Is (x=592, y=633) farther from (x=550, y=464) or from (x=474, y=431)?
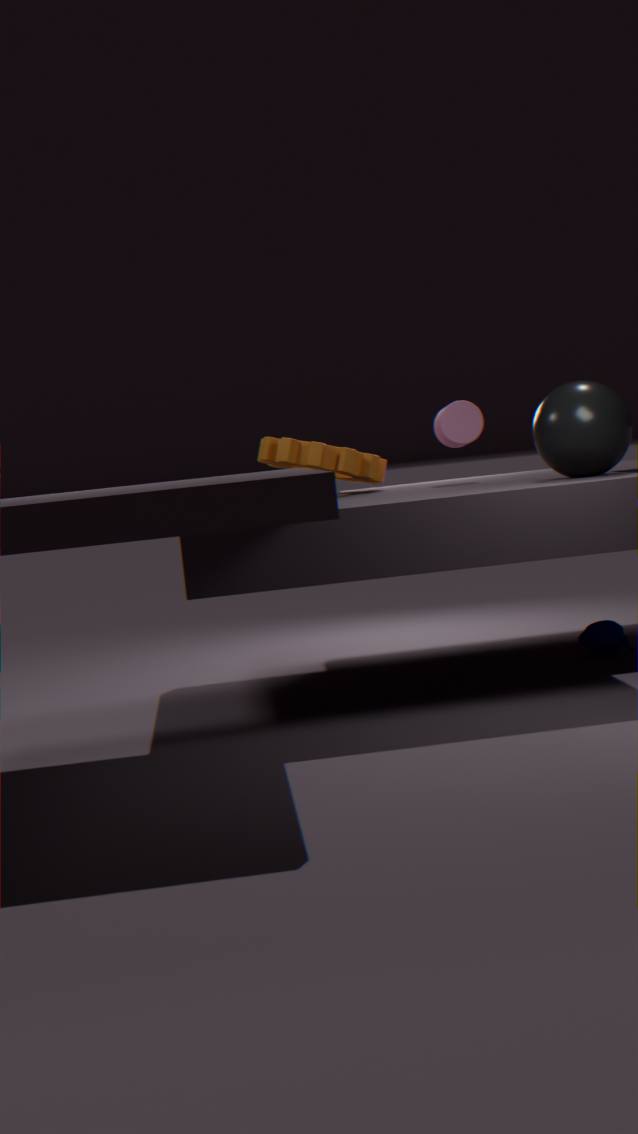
(x=474, y=431)
